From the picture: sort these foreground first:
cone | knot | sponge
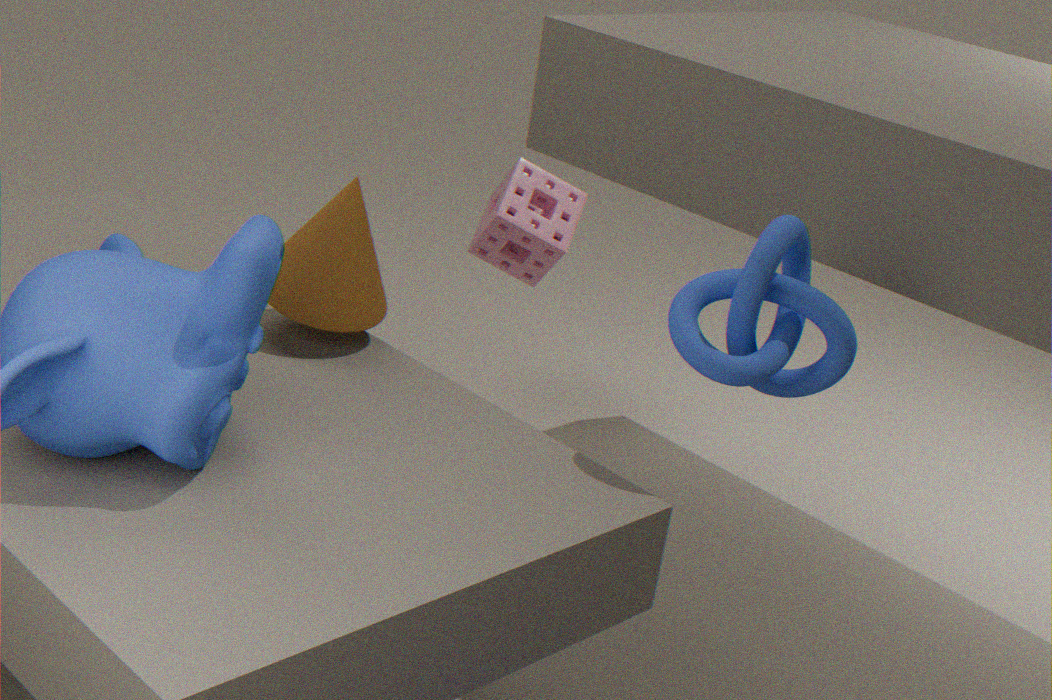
knot
cone
sponge
